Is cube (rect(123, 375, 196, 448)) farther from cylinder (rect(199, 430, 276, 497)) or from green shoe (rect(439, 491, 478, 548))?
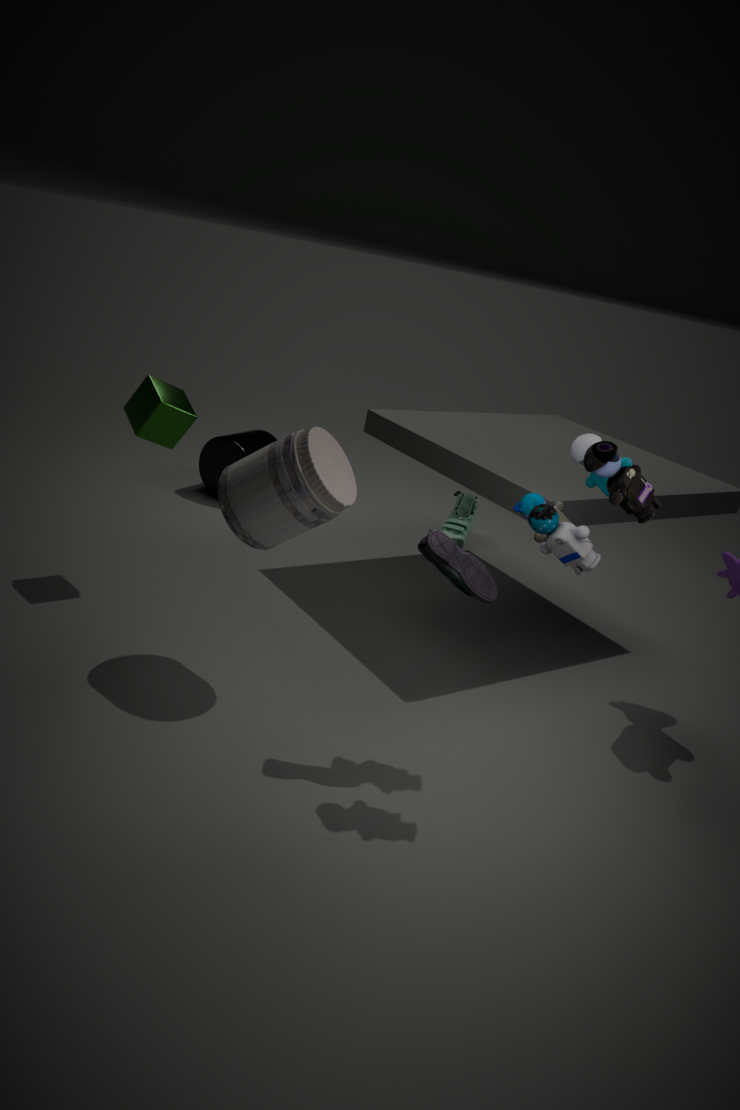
green shoe (rect(439, 491, 478, 548))
